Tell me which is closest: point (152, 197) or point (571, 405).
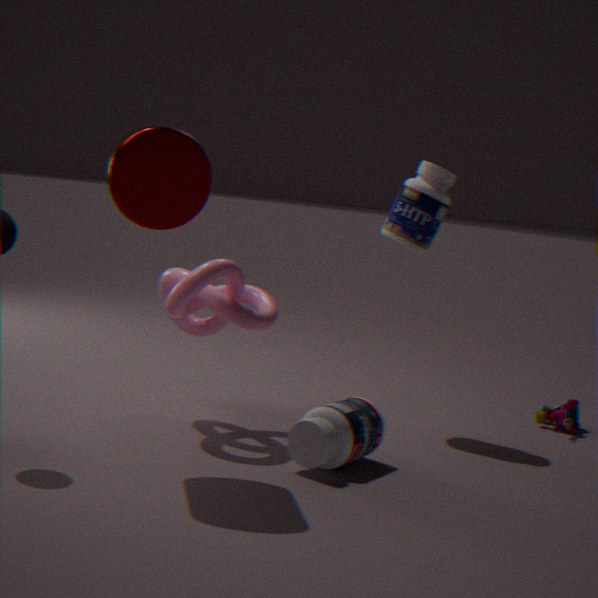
point (152, 197)
